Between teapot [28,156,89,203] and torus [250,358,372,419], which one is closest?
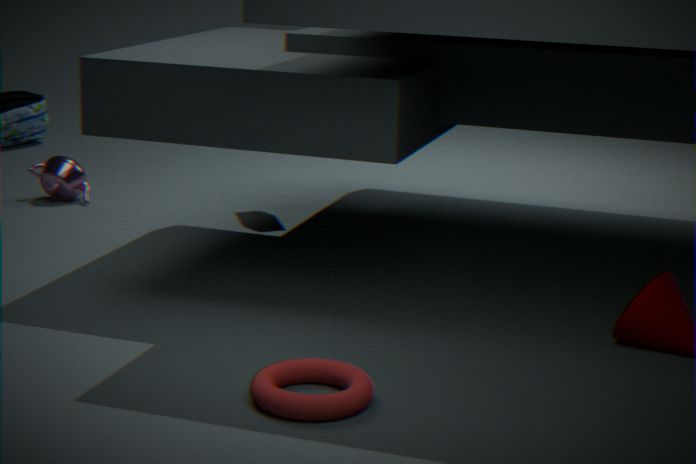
torus [250,358,372,419]
